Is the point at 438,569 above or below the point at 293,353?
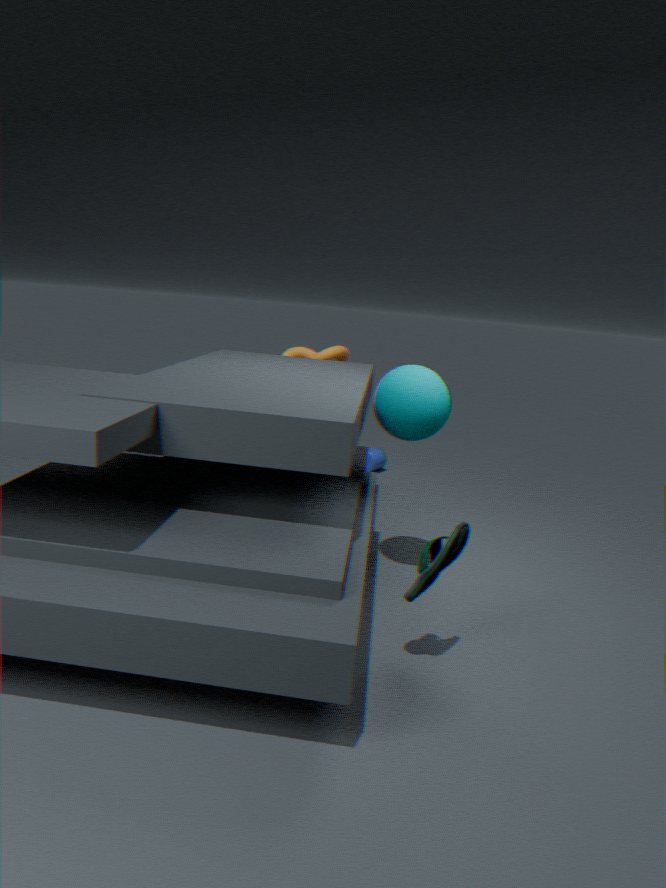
below
